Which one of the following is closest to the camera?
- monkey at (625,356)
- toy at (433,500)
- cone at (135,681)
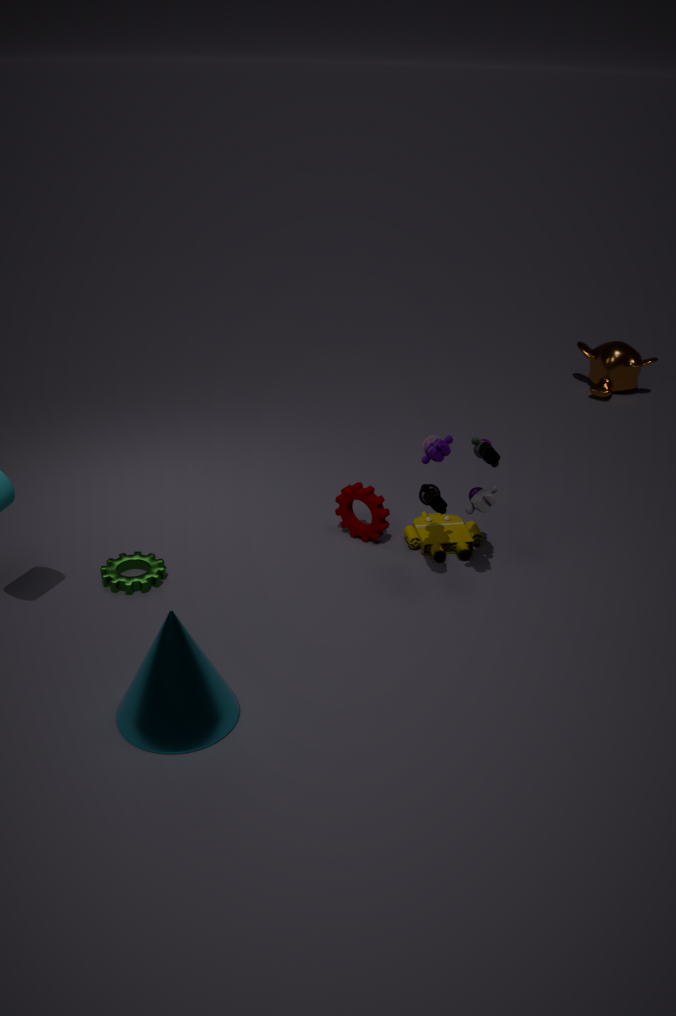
cone at (135,681)
